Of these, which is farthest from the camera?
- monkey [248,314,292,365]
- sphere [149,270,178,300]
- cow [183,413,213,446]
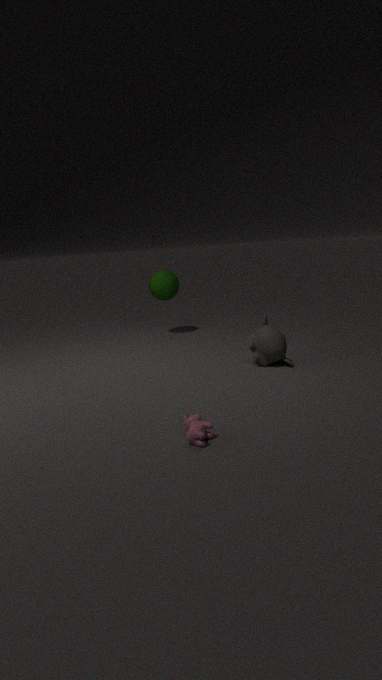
sphere [149,270,178,300]
